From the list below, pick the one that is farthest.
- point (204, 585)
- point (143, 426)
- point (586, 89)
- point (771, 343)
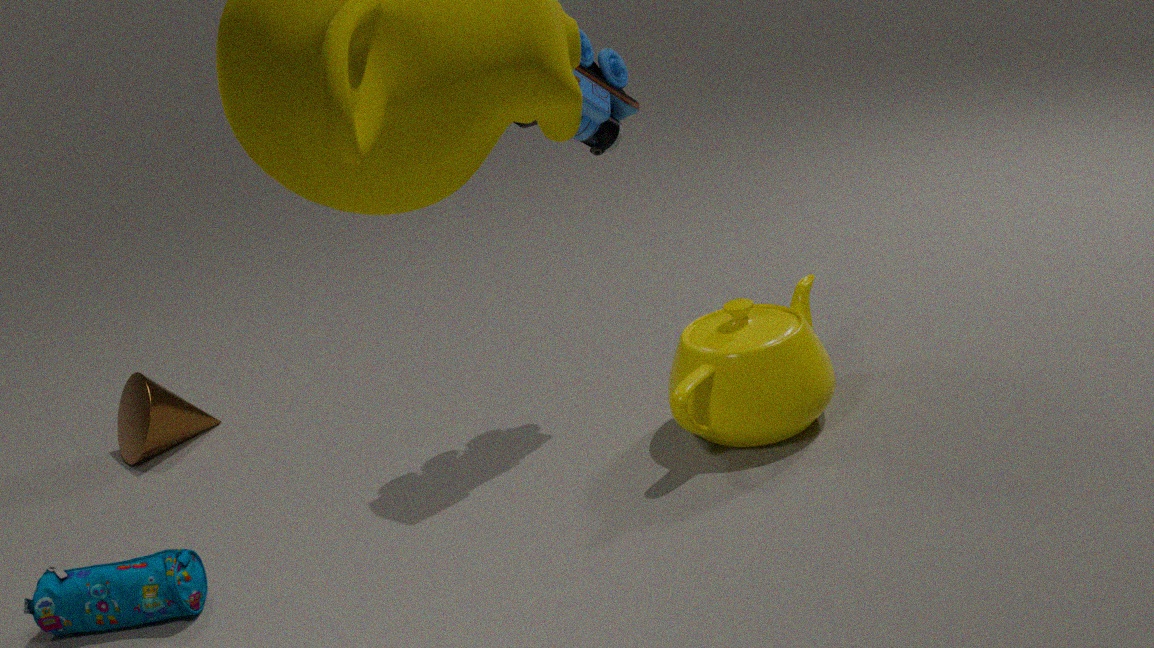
point (143, 426)
